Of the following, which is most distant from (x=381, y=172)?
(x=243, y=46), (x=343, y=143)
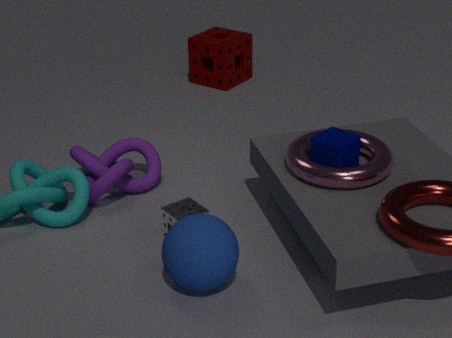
(x=243, y=46)
